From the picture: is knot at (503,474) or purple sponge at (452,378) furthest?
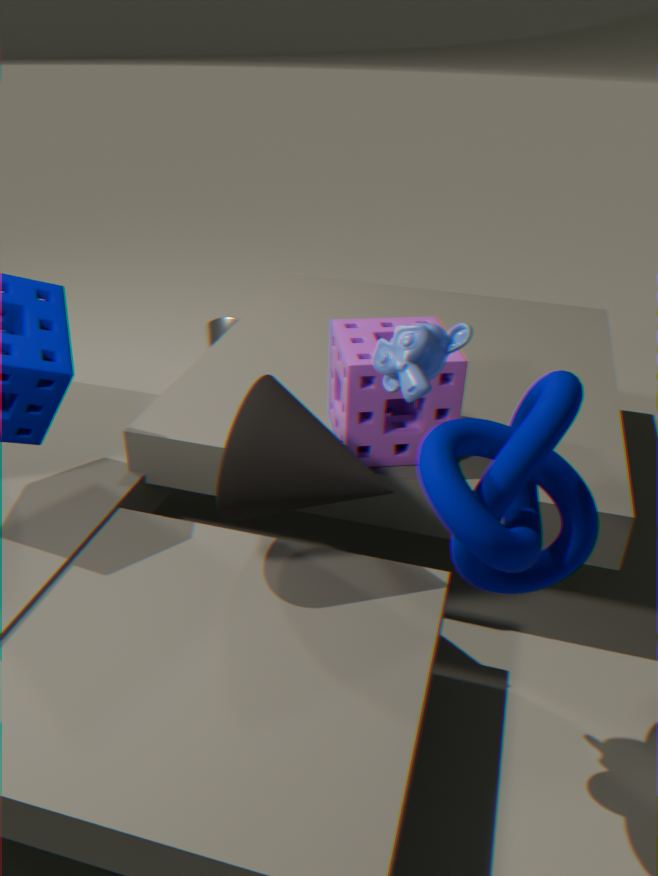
purple sponge at (452,378)
